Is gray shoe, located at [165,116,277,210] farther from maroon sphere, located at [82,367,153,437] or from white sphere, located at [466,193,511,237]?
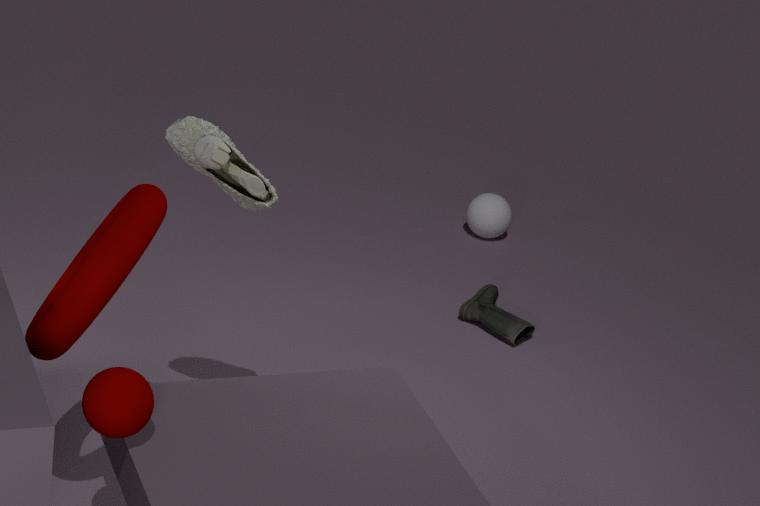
white sphere, located at [466,193,511,237]
